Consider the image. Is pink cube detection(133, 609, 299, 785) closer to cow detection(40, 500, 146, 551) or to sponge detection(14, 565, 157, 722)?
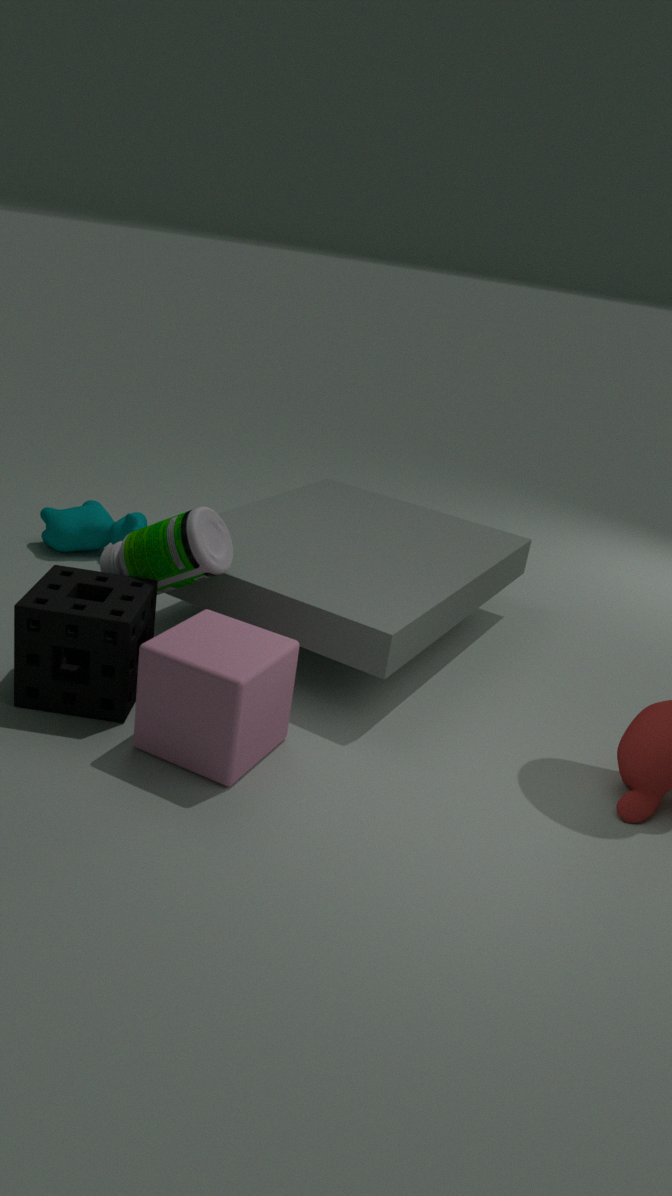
Answer: sponge detection(14, 565, 157, 722)
